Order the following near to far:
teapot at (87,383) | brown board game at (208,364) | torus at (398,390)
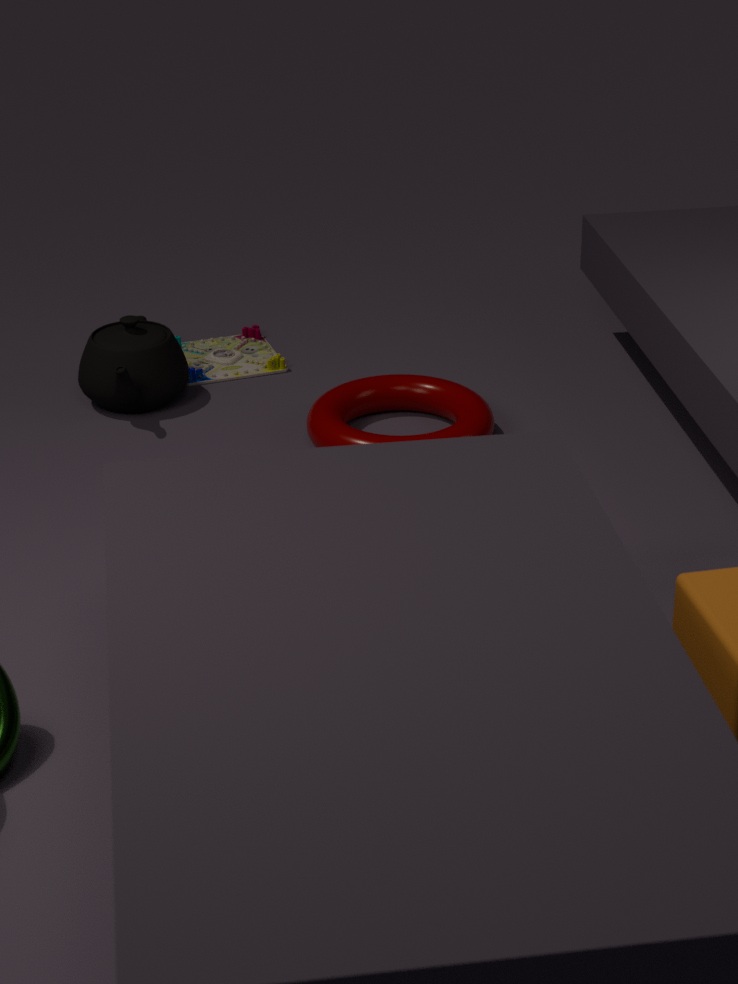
torus at (398,390), teapot at (87,383), brown board game at (208,364)
